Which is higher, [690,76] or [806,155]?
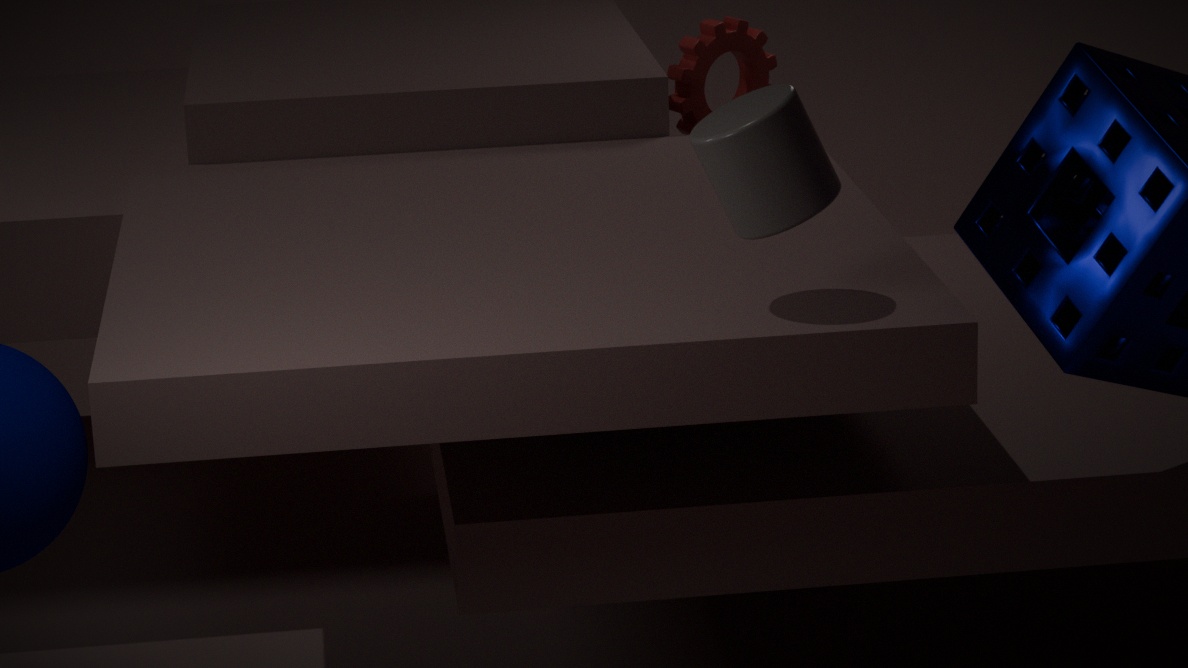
[806,155]
